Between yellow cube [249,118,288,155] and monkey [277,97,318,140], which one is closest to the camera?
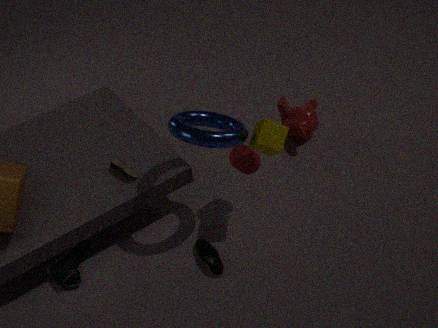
yellow cube [249,118,288,155]
